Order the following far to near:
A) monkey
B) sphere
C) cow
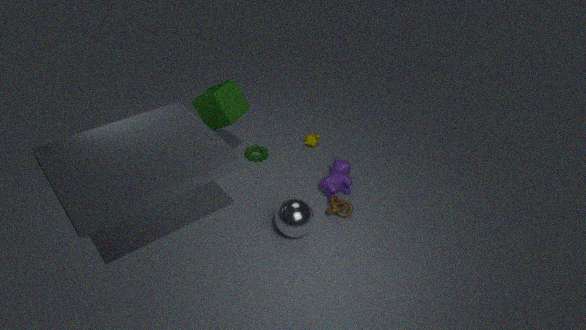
monkey → cow → sphere
